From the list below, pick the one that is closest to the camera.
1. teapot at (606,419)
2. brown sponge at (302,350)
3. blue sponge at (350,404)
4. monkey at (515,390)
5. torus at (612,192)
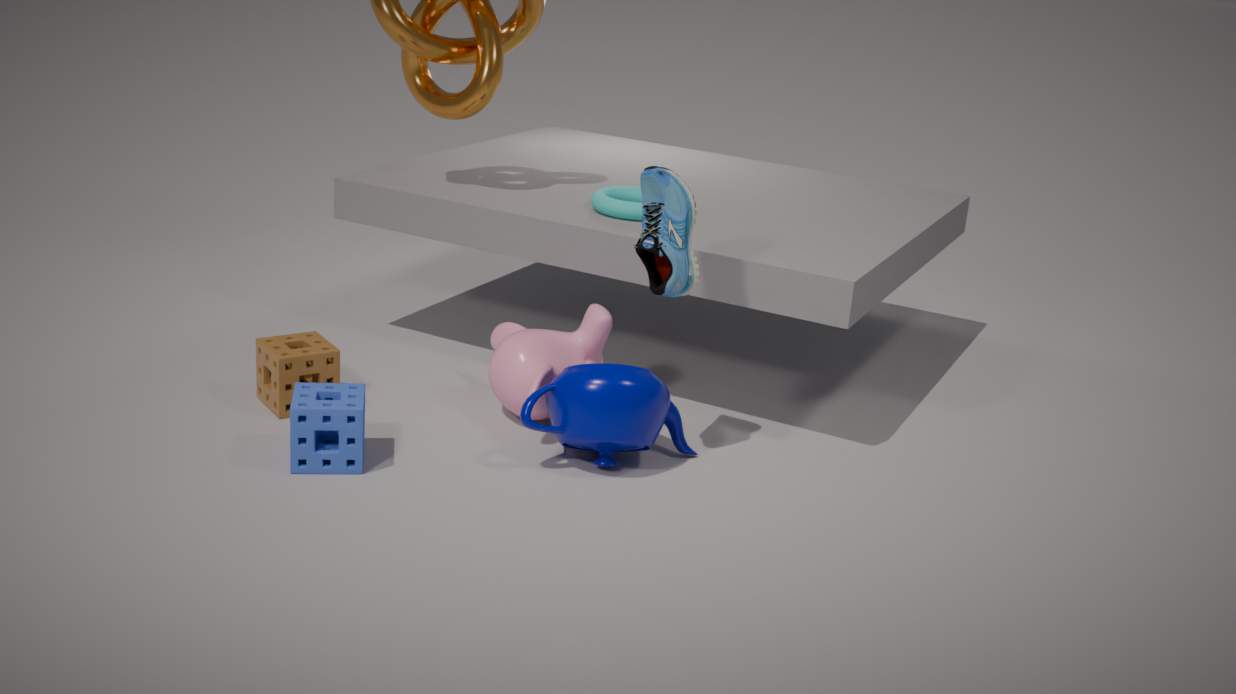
blue sponge at (350,404)
